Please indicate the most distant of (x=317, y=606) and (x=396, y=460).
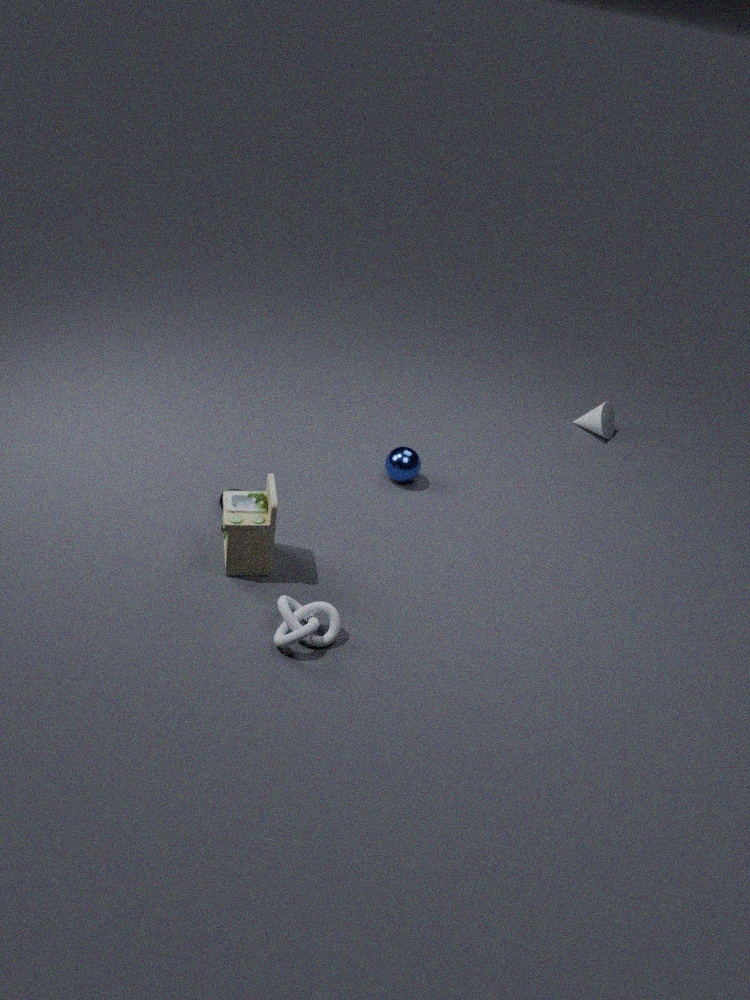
(x=396, y=460)
